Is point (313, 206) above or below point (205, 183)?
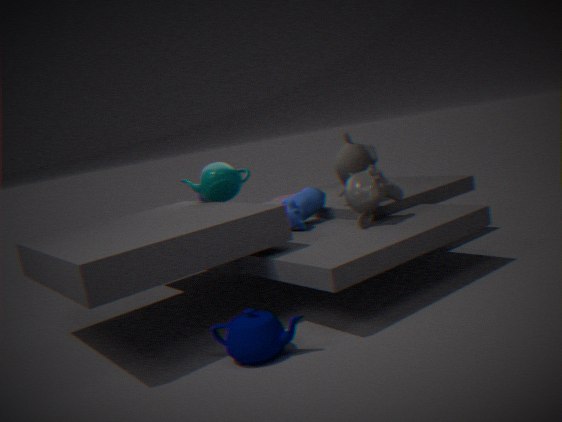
below
